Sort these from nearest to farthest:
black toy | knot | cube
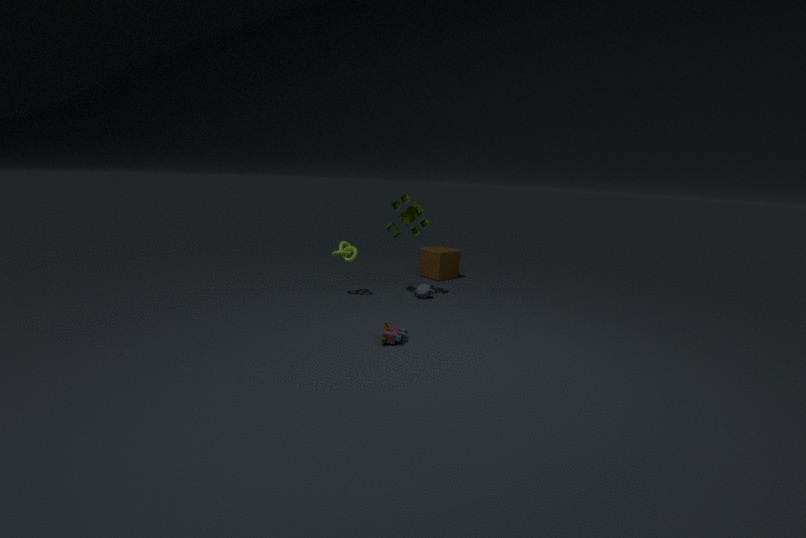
1. black toy
2. knot
3. cube
